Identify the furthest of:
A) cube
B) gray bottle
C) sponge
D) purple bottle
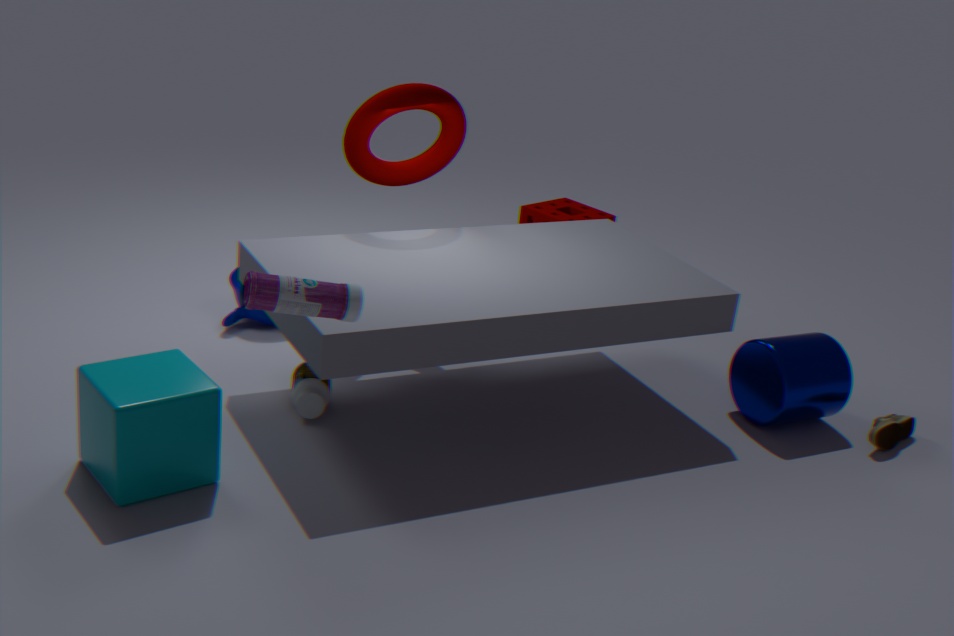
sponge
